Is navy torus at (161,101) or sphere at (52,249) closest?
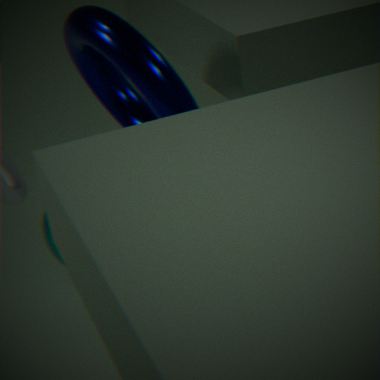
navy torus at (161,101)
